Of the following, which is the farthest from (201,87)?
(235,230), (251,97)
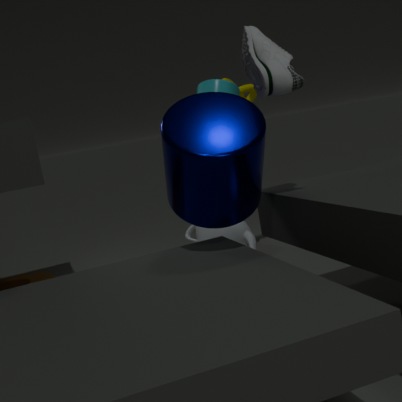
(235,230)
